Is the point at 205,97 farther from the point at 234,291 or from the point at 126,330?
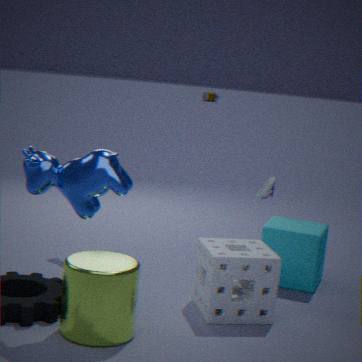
the point at 126,330
